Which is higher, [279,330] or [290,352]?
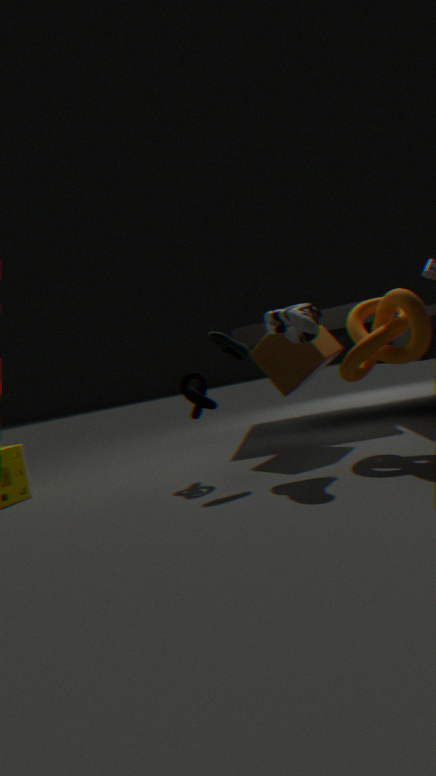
[279,330]
